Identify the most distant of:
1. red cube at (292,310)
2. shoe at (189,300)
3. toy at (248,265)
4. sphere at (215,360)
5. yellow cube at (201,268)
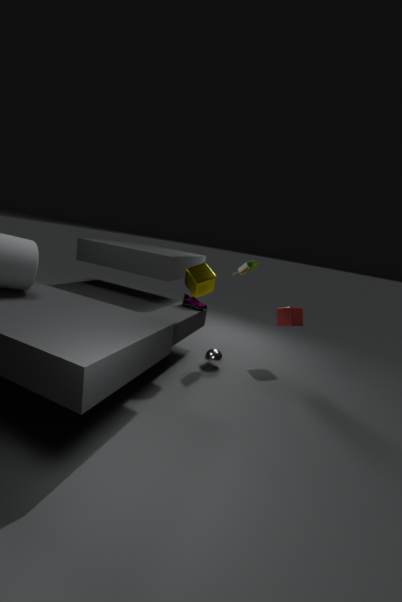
shoe at (189,300)
